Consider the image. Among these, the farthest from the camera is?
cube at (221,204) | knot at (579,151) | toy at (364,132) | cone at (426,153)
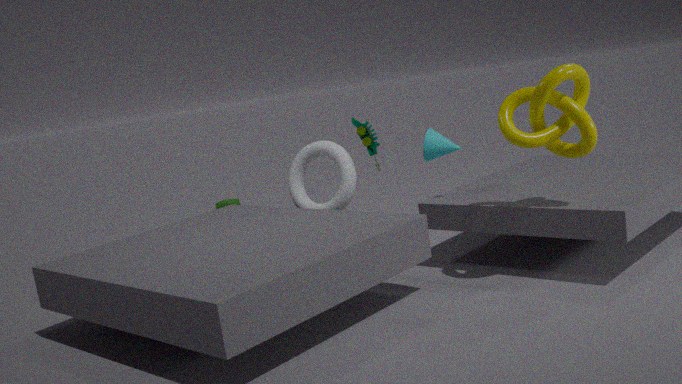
cube at (221,204)
